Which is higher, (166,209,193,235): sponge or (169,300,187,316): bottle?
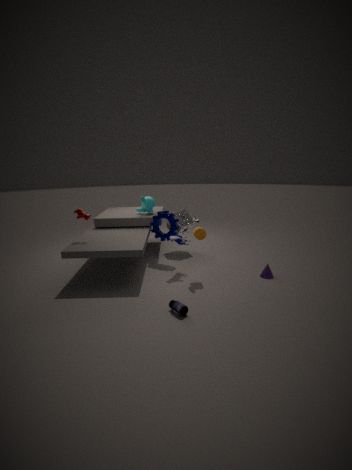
(166,209,193,235): sponge
